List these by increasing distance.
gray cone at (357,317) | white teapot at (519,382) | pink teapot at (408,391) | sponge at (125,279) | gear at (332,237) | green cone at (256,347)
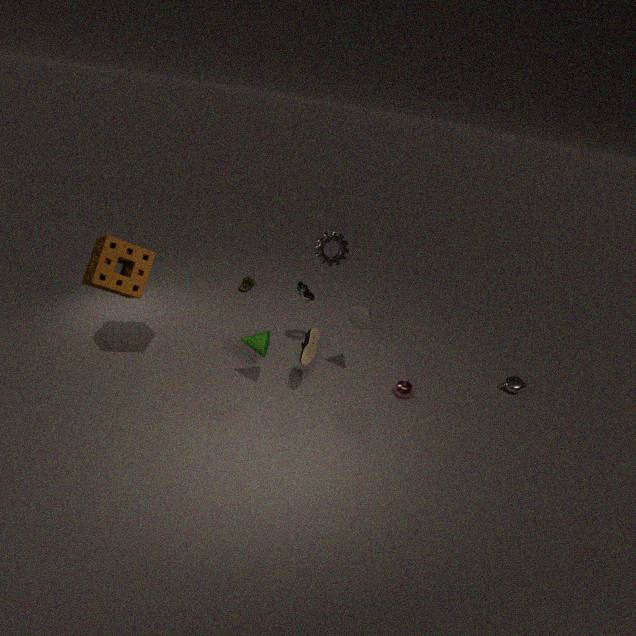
sponge at (125,279)
green cone at (256,347)
gear at (332,237)
gray cone at (357,317)
pink teapot at (408,391)
white teapot at (519,382)
